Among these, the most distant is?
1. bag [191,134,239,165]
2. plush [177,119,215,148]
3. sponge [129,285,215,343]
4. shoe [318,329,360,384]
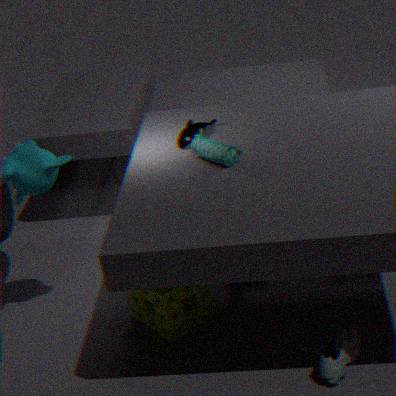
plush [177,119,215,148]
